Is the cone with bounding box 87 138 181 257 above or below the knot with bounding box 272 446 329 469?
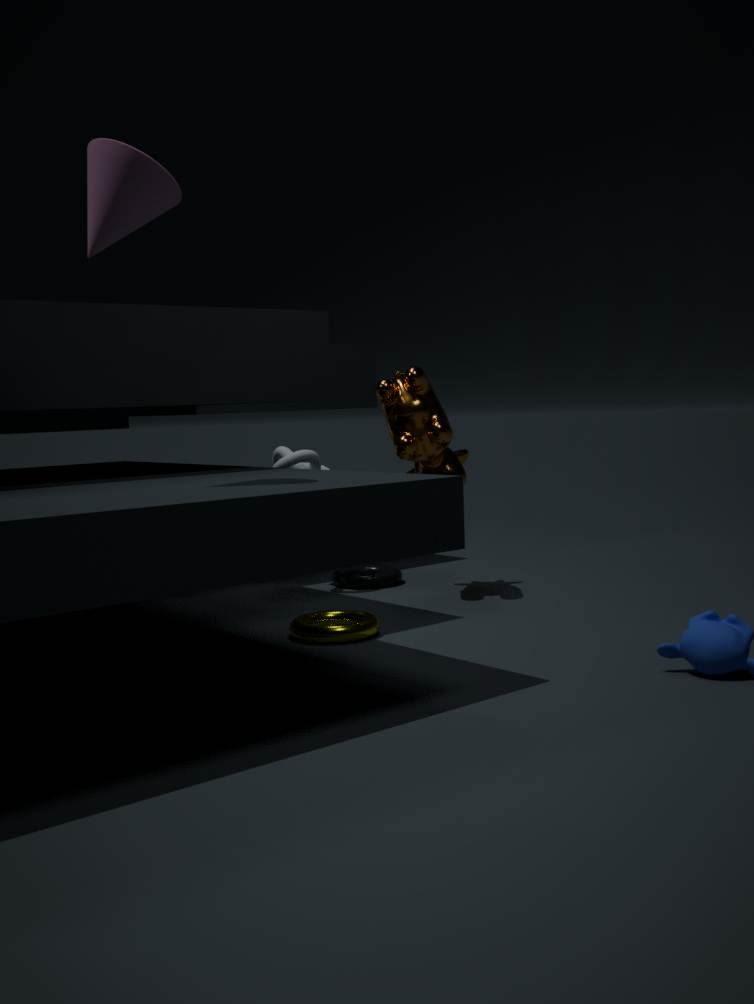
above
